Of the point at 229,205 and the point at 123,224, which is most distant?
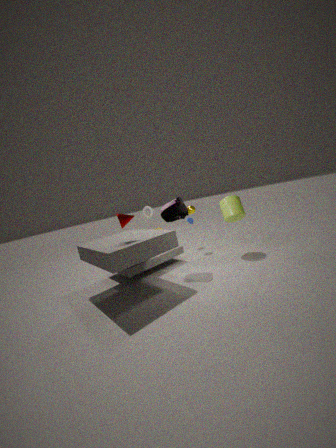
the point at 229,205
